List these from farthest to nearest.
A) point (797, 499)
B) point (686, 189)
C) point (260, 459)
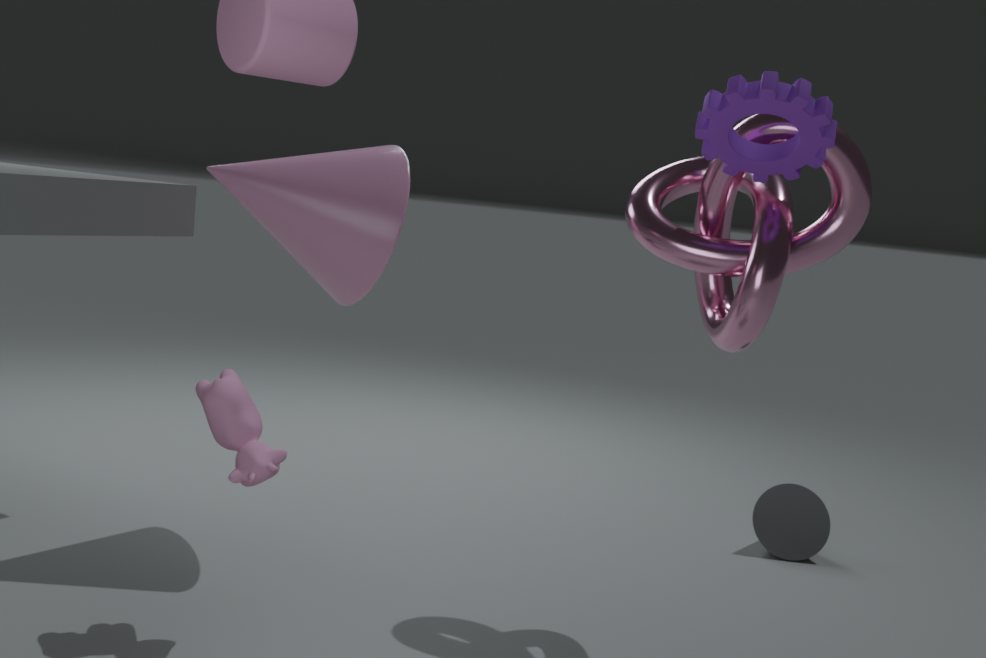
point (797, 499) → point (686, 189) → point (260, 459)
